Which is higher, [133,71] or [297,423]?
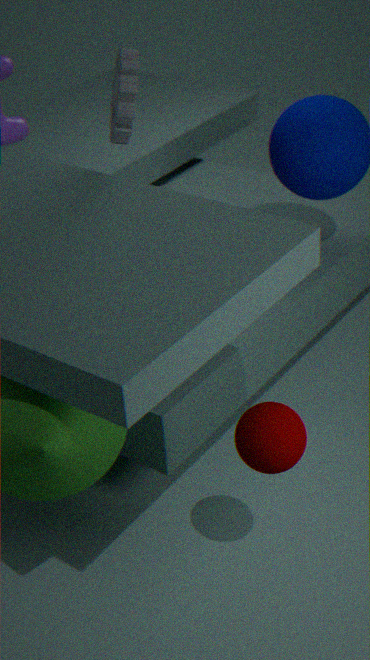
[133,71]
